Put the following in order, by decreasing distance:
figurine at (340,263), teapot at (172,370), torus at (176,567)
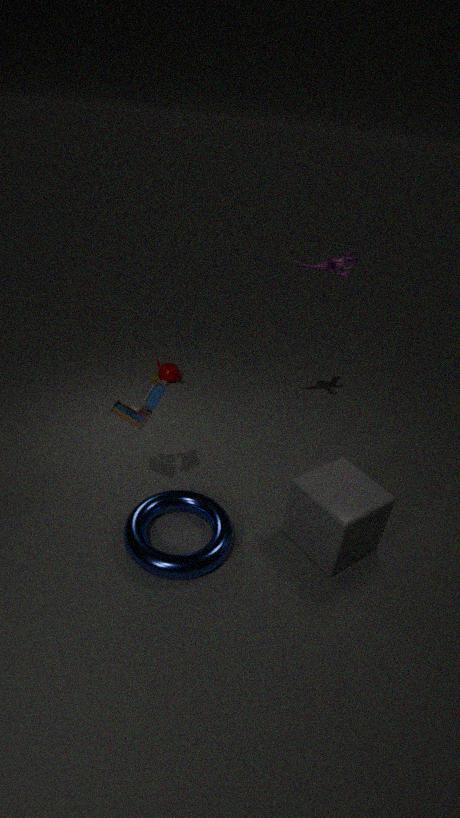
teapot at (172,370) < figurine at (340,263) < torus at (176,567)
